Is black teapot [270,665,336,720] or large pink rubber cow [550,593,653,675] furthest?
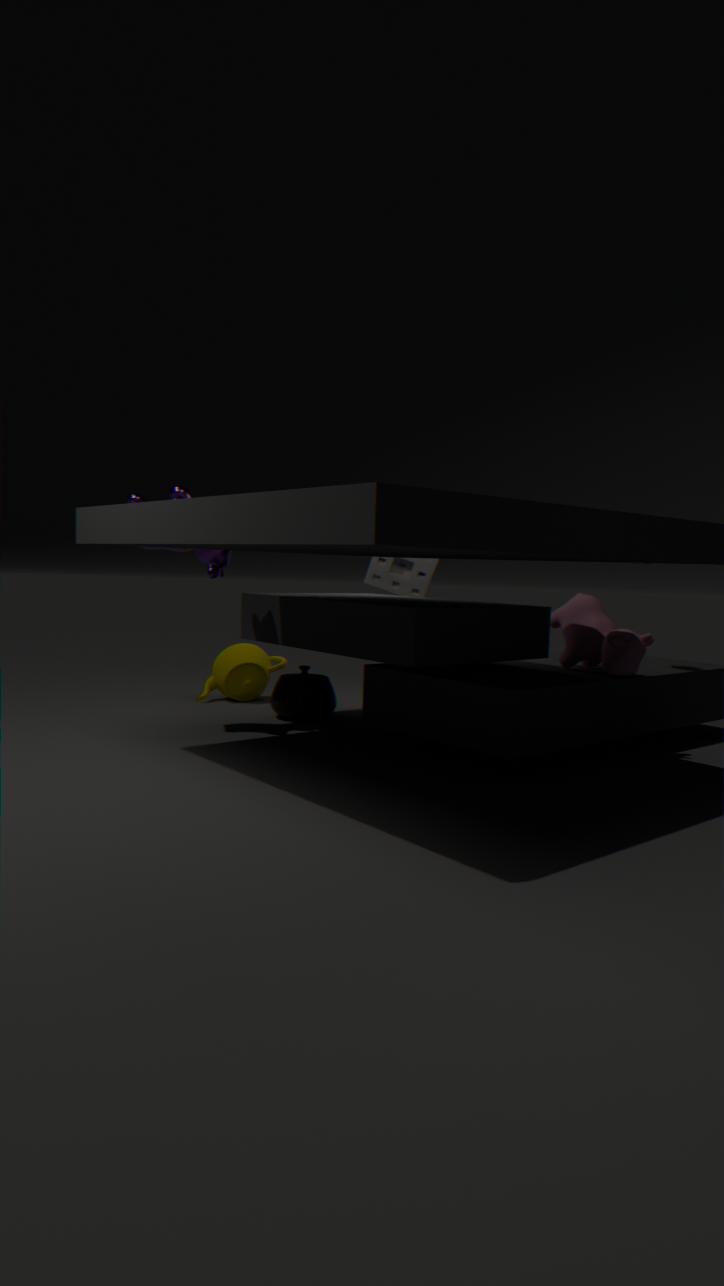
black teapot [270,665,336,720]
